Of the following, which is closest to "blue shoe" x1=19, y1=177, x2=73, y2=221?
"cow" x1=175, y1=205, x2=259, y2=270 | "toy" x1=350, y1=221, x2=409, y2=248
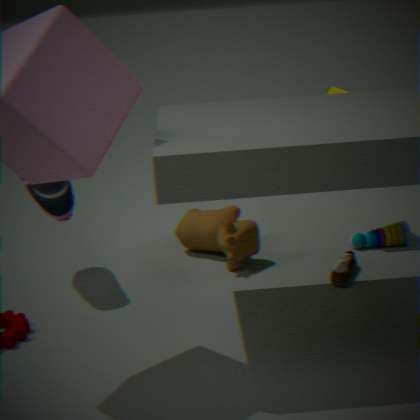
"cow" x1=175, y1=205, x2=259, y2=270
